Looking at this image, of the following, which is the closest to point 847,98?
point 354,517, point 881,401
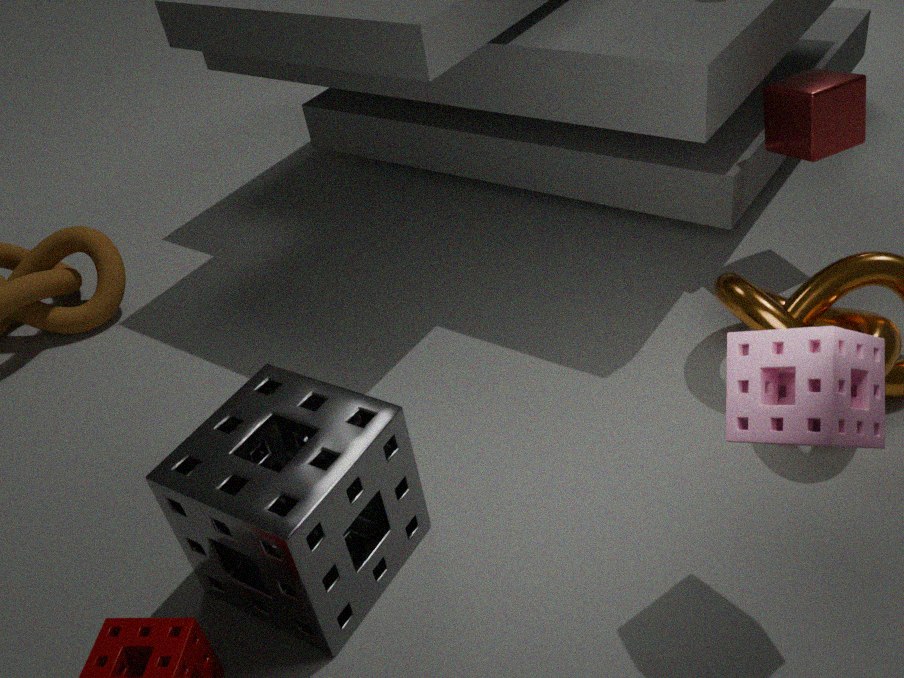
point 881,401
